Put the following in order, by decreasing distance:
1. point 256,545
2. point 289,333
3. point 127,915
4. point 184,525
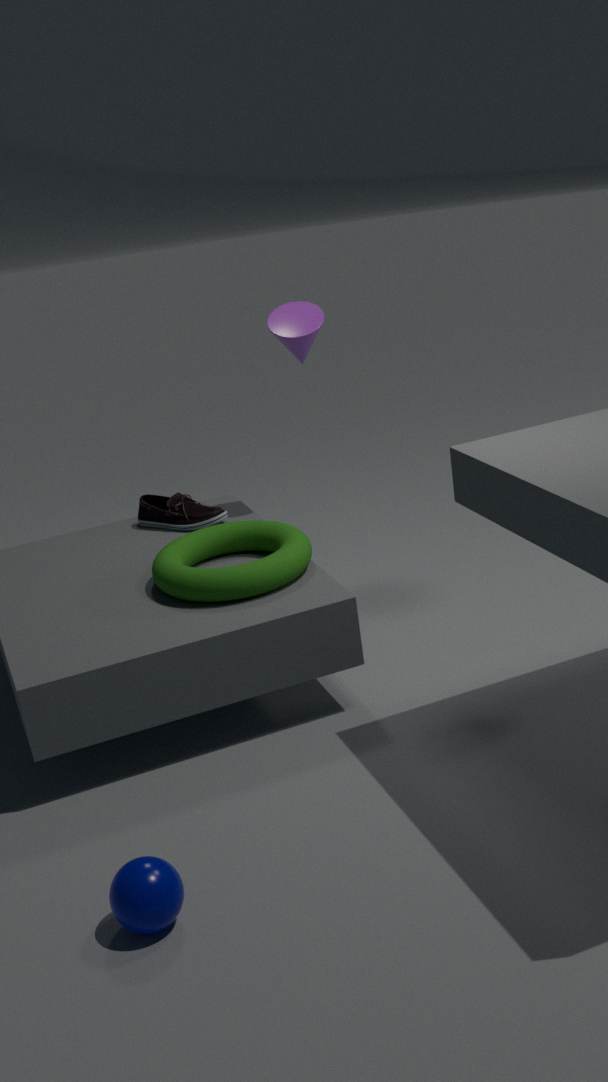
point 184,525, point 289,333, point 256,545, point 127,915
